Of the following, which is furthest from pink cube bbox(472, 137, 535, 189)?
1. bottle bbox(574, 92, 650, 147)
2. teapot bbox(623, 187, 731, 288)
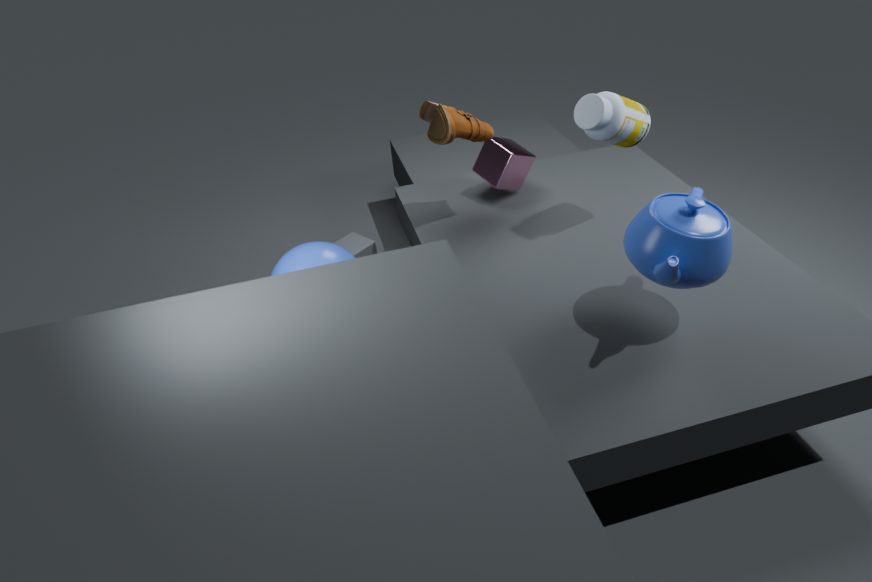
teapot bbox(623, 187, 731, 288)
